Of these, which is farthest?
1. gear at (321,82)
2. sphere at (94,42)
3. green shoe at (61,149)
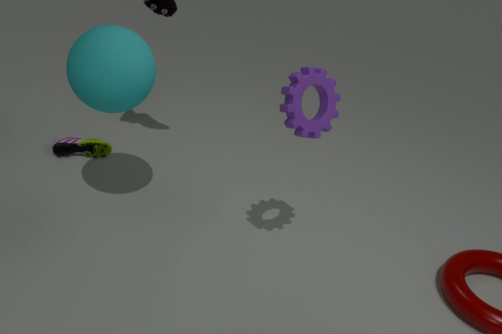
green shoe at (61,149)
